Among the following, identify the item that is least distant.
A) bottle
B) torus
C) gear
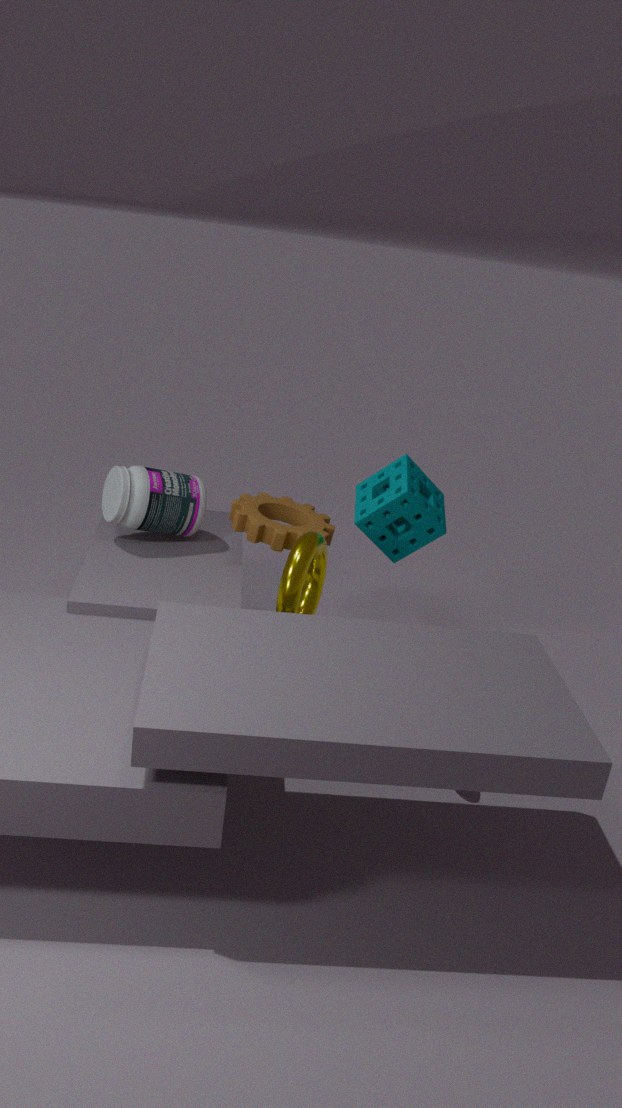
torus
